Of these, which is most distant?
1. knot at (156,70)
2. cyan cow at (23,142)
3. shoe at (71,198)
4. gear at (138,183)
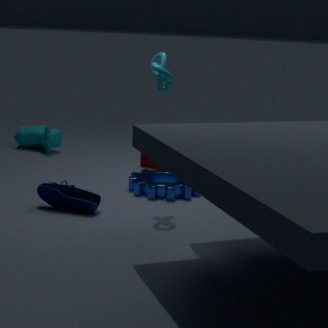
cyan cow at (23,142)
